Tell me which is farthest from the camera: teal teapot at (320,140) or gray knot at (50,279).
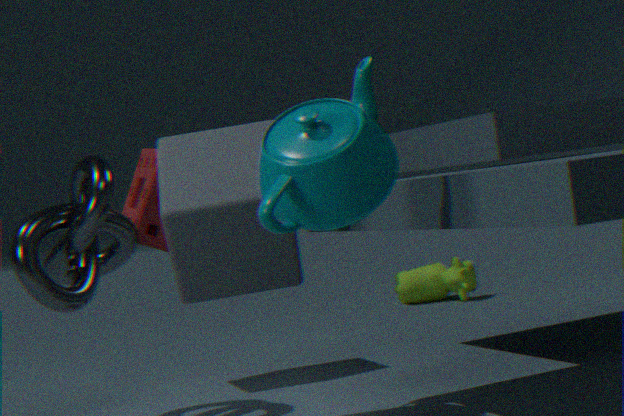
gray knot at (50,279)
